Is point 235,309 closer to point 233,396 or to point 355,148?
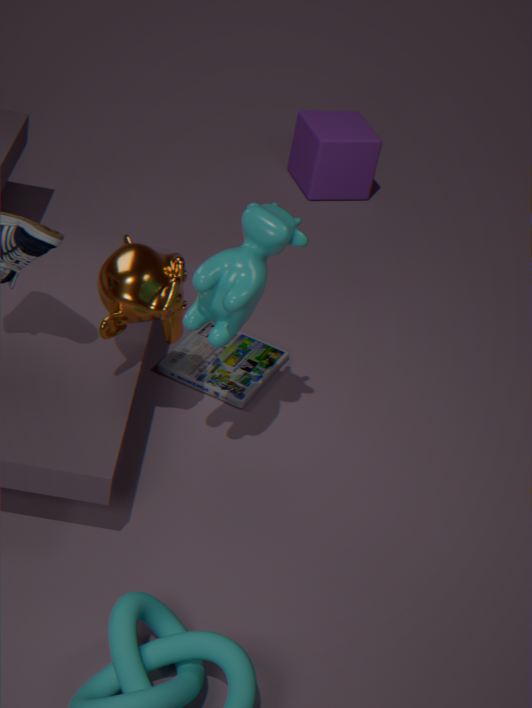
point 233,396
